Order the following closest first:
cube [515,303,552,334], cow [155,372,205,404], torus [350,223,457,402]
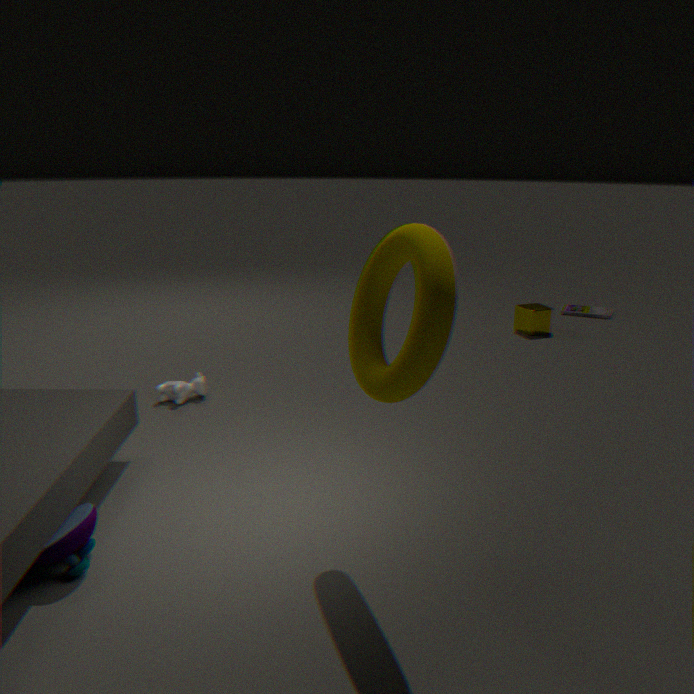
torus [350,223,457,402] < cow [155,372,205,404] < cube [515,303,552,334]
